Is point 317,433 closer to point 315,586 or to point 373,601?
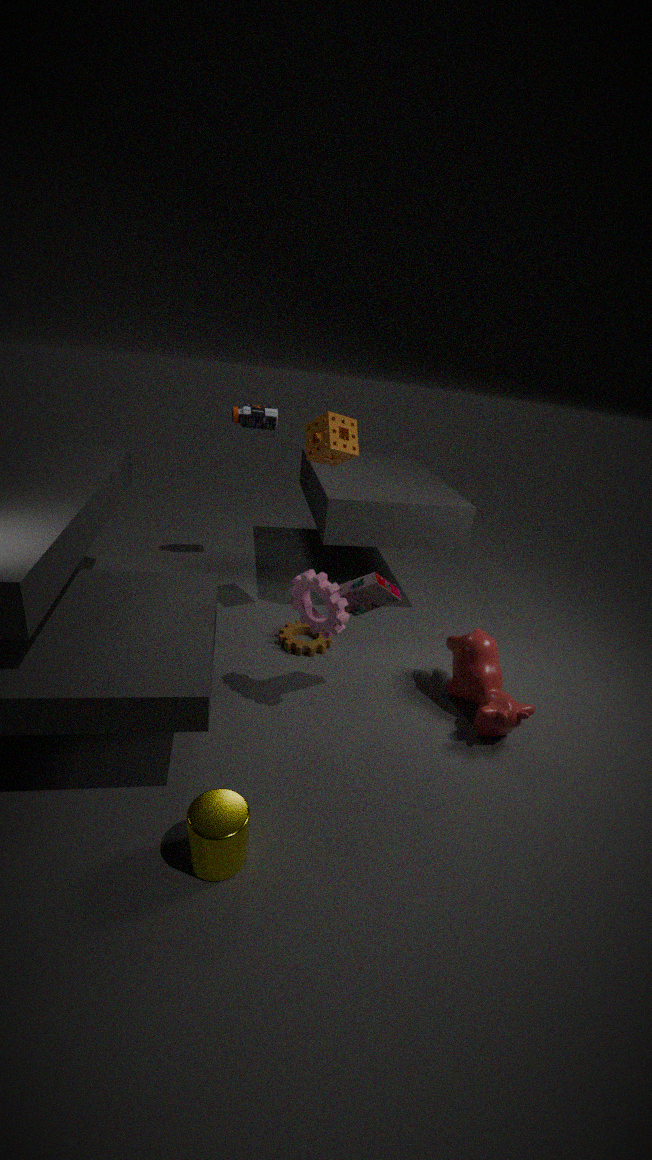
point 373,601
